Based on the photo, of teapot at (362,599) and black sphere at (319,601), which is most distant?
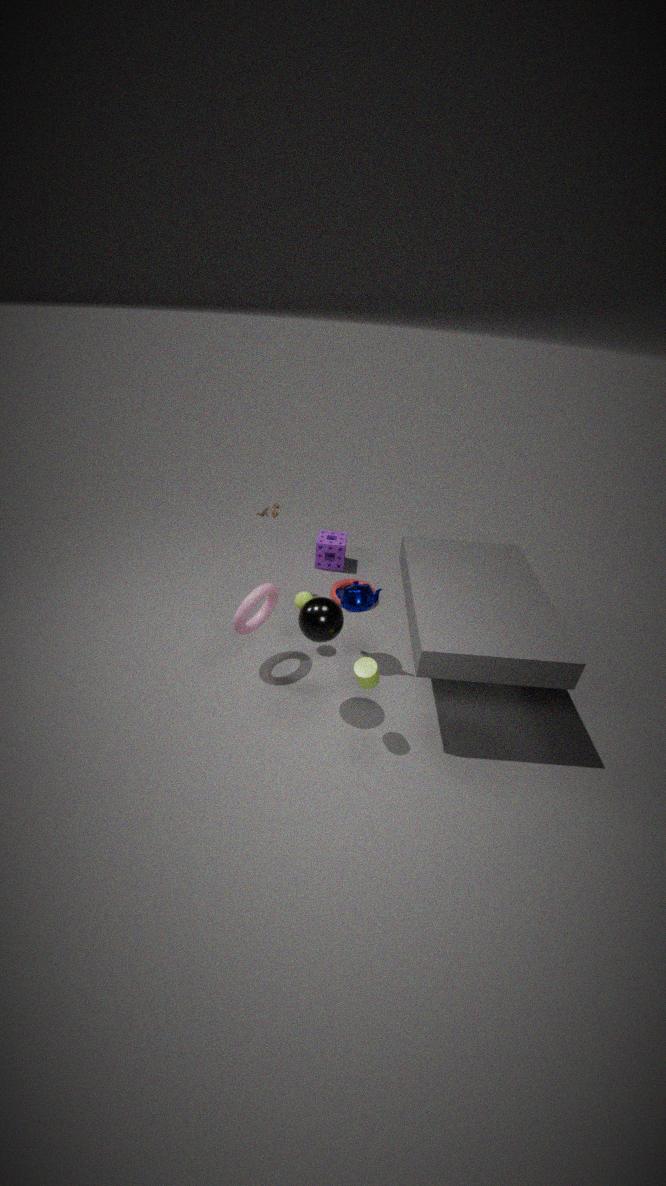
teapot at (362,599)
